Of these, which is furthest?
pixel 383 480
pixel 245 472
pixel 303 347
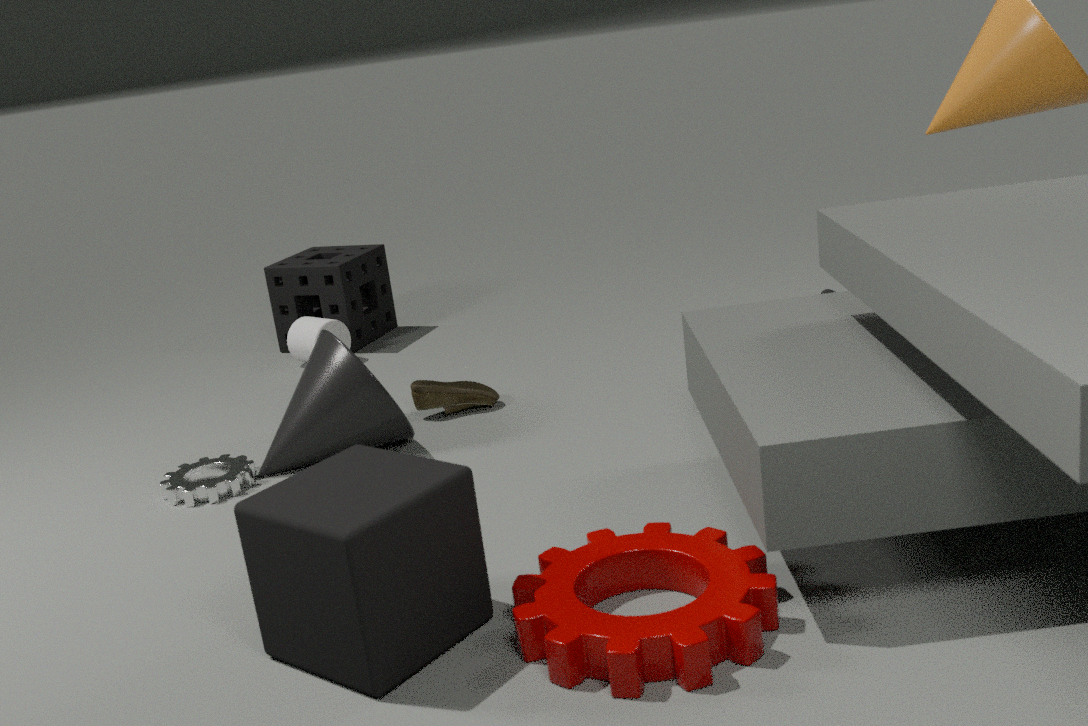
pixel 303 347
